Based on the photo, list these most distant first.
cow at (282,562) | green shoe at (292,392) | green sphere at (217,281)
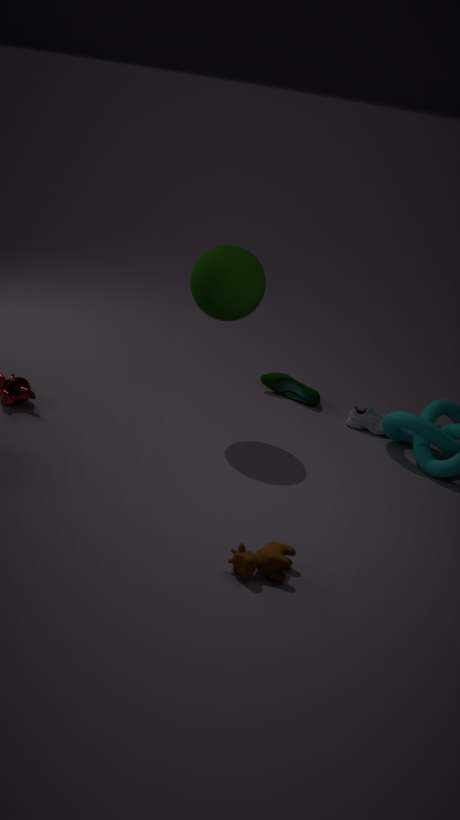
1. green shoe at (292,392)
2. green sphere at (217,281)
3. cow at (282,562)
